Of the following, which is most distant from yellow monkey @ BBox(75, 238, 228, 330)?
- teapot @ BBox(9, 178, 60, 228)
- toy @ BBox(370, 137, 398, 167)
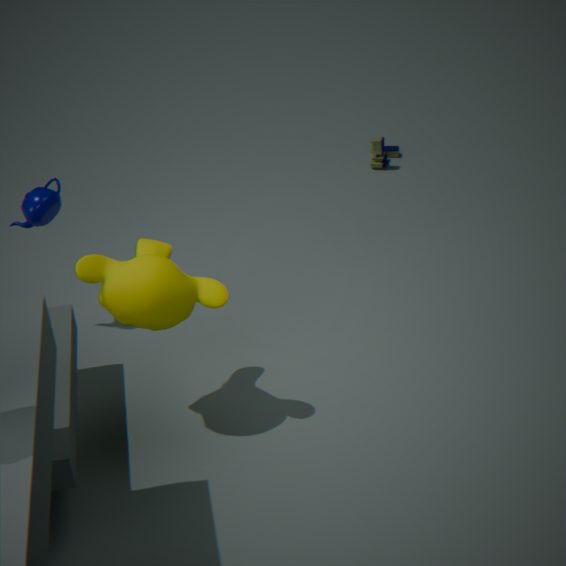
toy @ BBox(370, 137, 398, 167)
